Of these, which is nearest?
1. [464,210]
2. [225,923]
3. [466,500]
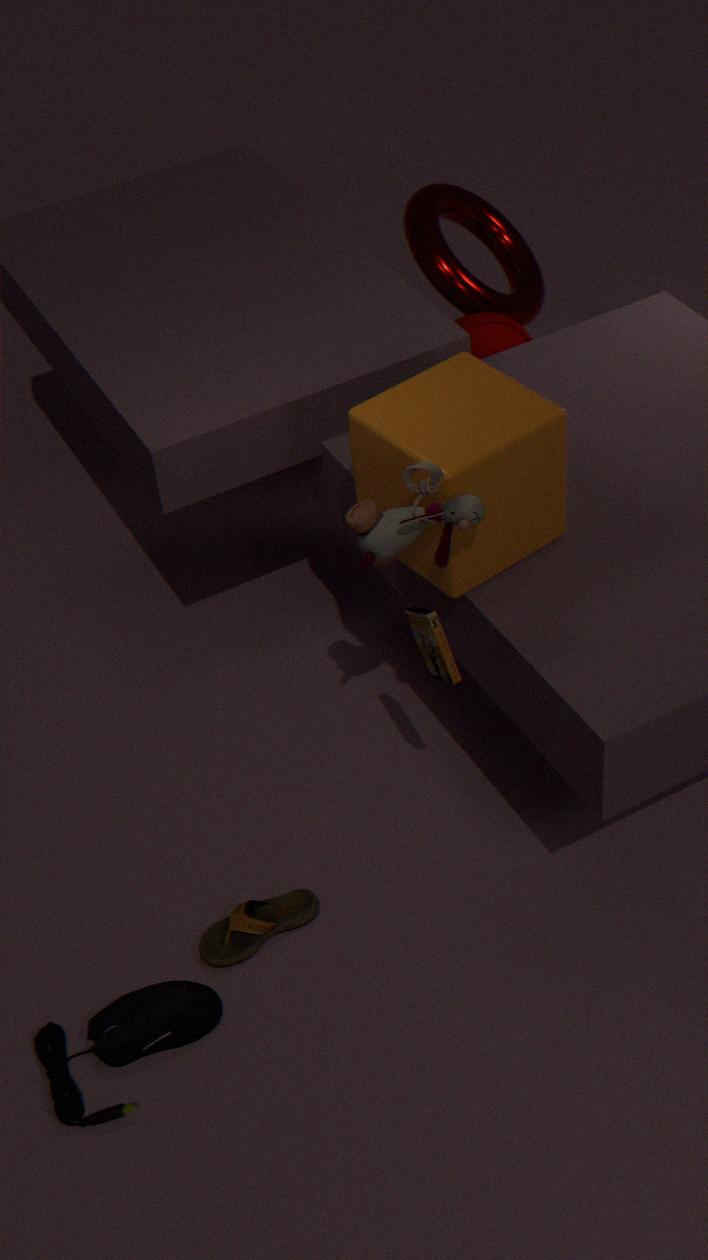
[466,500]
